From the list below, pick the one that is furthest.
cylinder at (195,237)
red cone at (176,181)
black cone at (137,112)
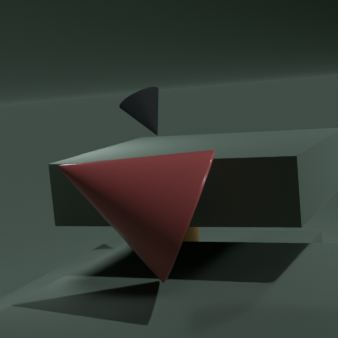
black cone at (137,112)
